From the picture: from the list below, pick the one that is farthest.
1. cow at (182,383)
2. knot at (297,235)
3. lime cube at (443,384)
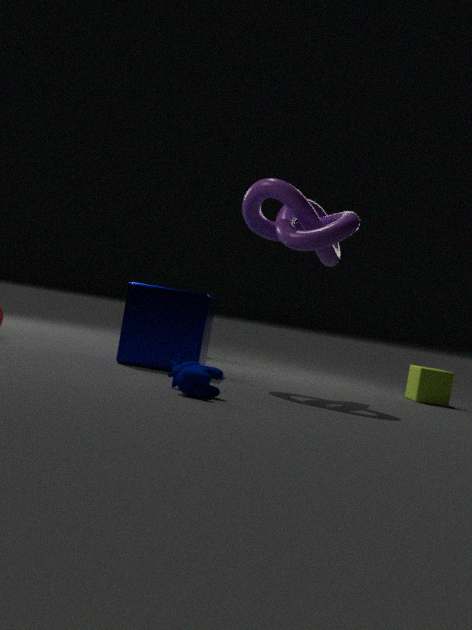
lime cube at (443,384)
